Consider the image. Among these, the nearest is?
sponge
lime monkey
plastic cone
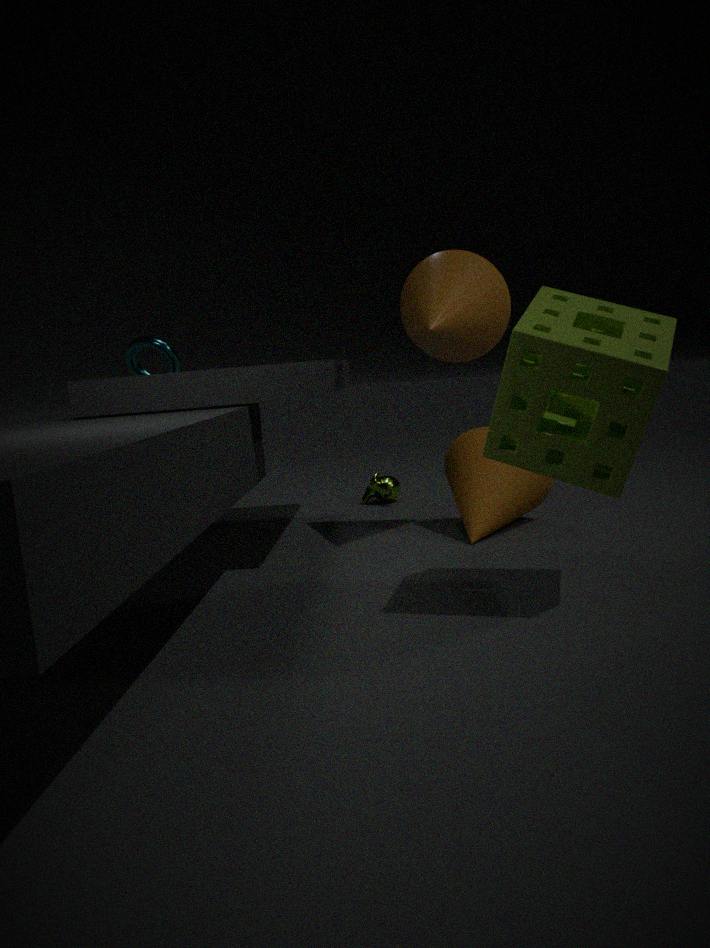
sponge
